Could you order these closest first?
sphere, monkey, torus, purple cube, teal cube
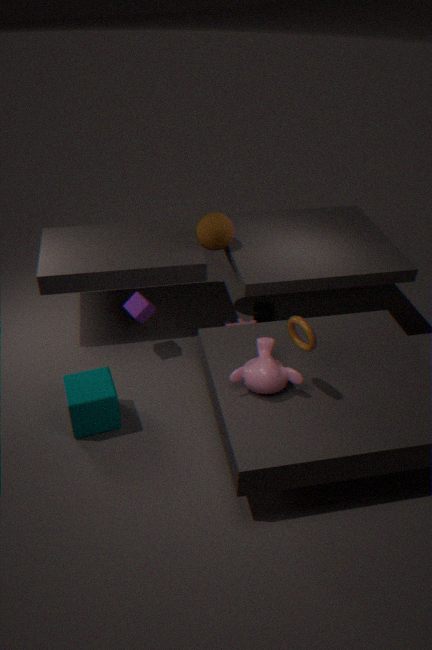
torus, monkey, teal cube, purple cube, sphere
